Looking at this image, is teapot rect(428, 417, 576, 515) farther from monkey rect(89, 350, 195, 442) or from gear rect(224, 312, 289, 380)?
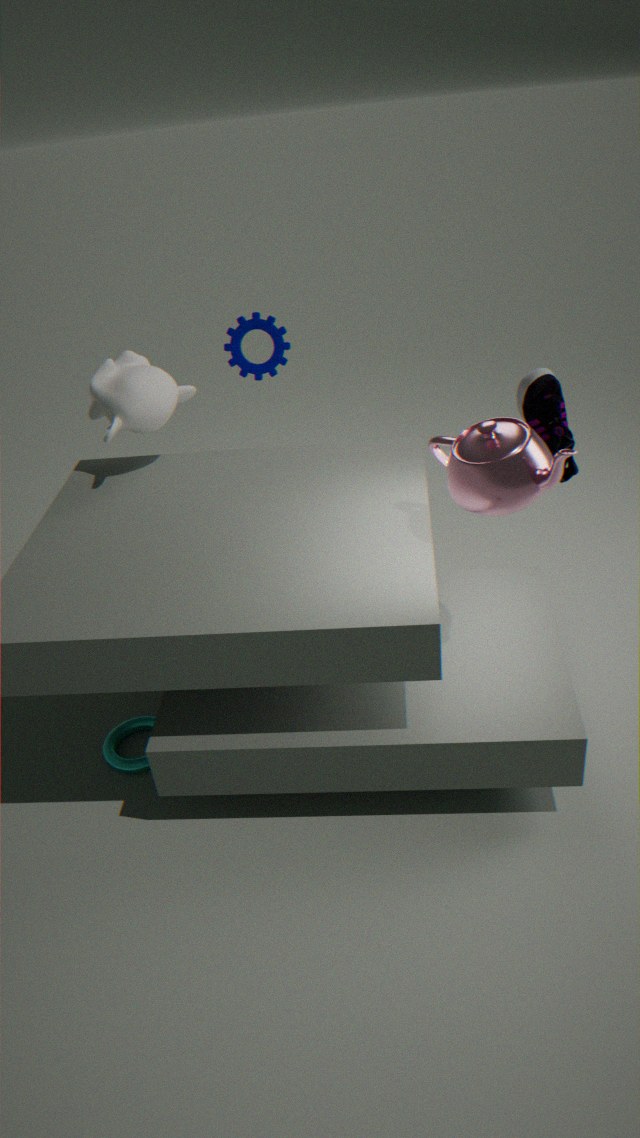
monkey rect(89, 350, 195, 442)
